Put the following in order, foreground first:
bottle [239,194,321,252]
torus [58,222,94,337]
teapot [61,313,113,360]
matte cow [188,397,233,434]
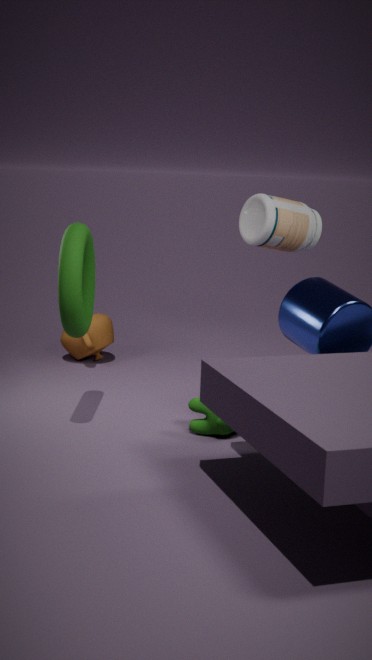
torus [58,222,94,337], matte cow [188,397,233,434], bottle [239,194,321,252], teapot [61,313,113,360]
